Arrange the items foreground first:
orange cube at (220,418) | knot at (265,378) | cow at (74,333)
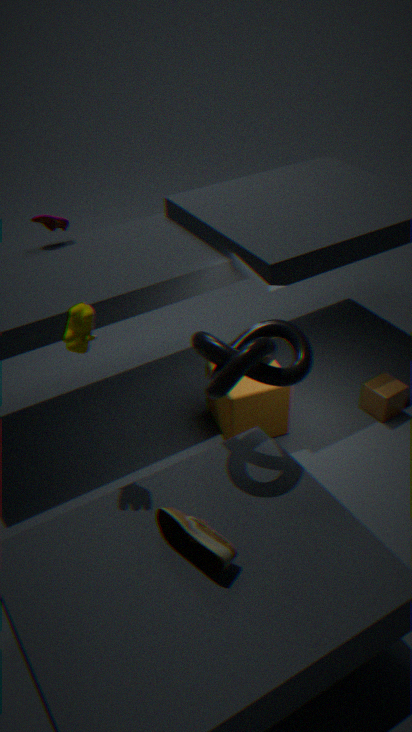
cow at (74,333), knot at (265,378), orange cube at (220,418)
